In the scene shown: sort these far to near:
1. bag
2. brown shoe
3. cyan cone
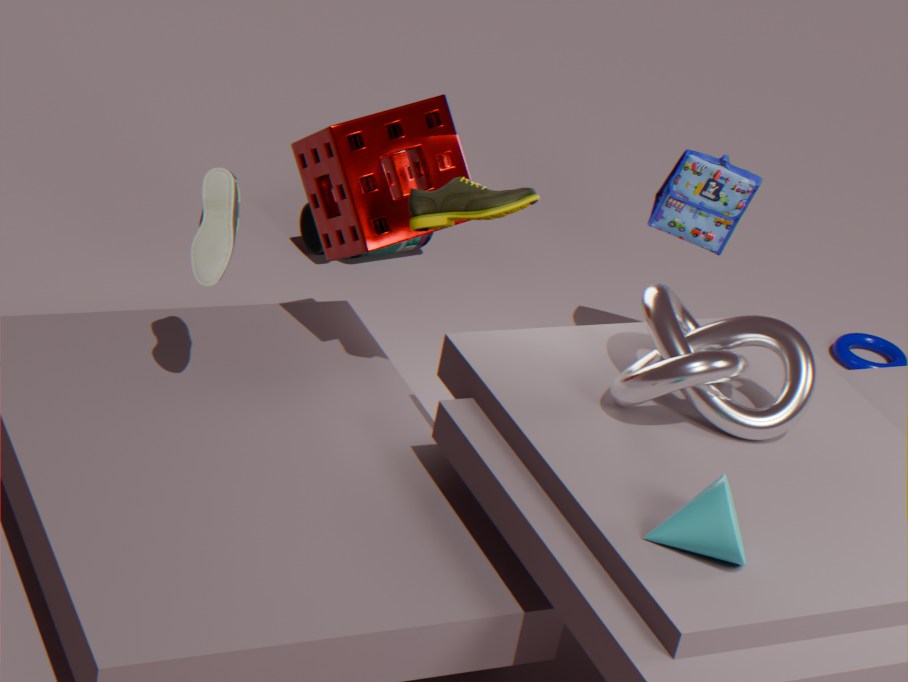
bag < brown shoe < cyan cone
